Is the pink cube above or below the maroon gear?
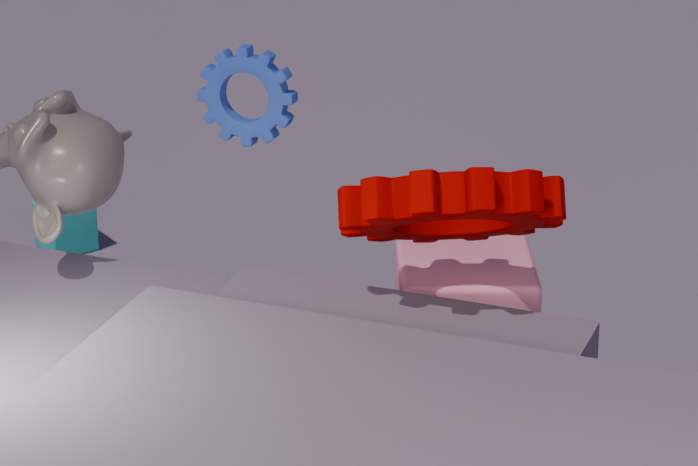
below
